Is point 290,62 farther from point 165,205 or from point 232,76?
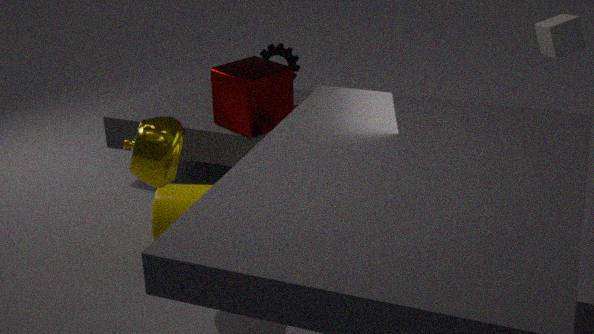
point 165,205
